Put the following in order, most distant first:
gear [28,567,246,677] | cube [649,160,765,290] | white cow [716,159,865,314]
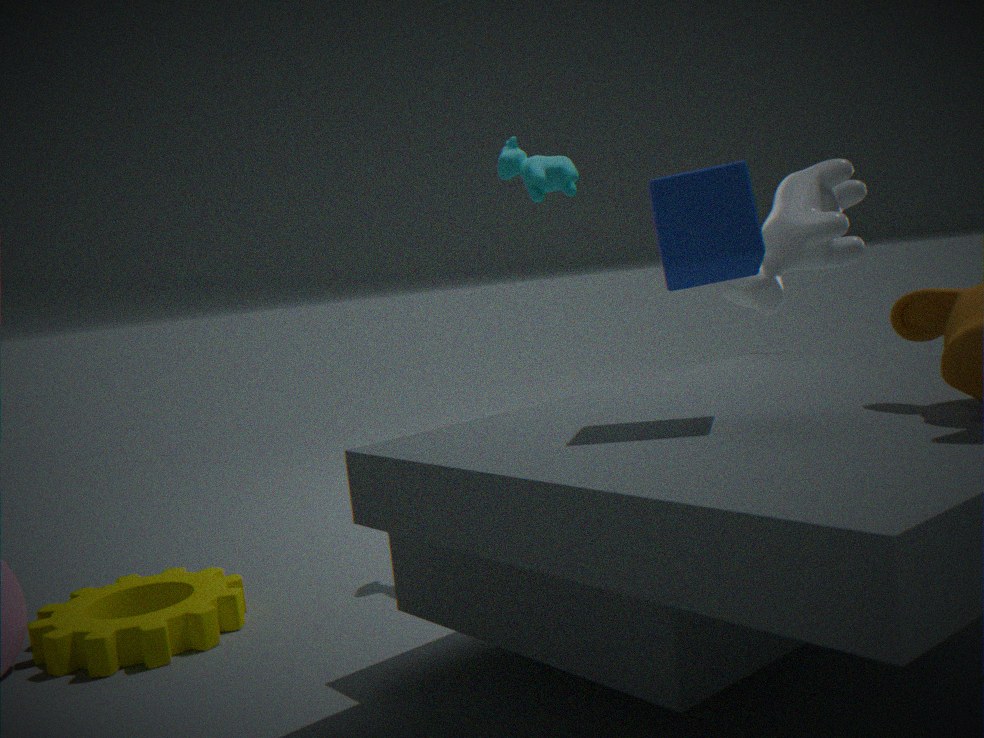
white cow [716,159,865,314]
gear [28,567,246,677]
cube [649,160,765,290]
